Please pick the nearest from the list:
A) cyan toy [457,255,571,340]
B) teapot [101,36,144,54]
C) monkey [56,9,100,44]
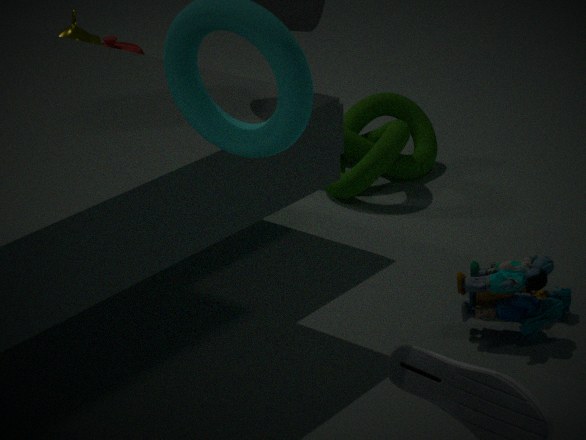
cyan toy [457,255,571,340]
